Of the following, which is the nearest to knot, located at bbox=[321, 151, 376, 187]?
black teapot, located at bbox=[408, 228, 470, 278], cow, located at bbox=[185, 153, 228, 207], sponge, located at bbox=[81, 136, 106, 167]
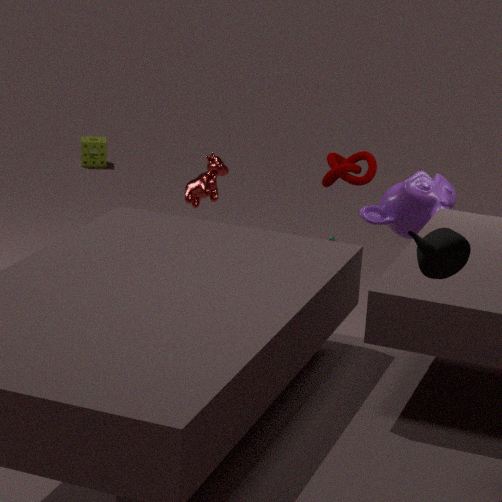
cow, located at bbox=[185, 153, 228, 207]
